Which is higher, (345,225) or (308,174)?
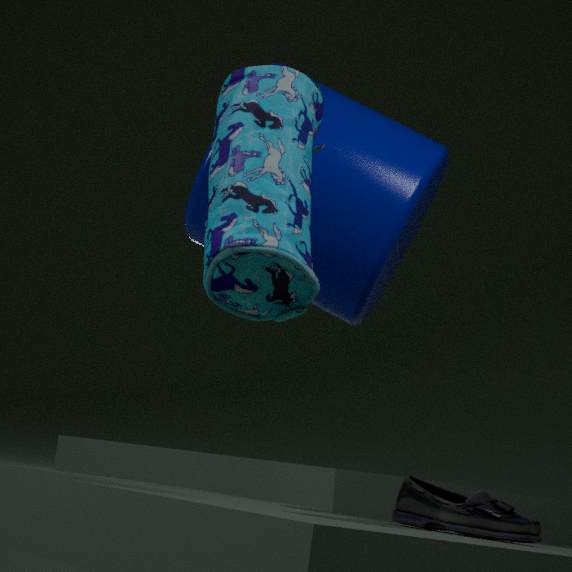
(345,225)
